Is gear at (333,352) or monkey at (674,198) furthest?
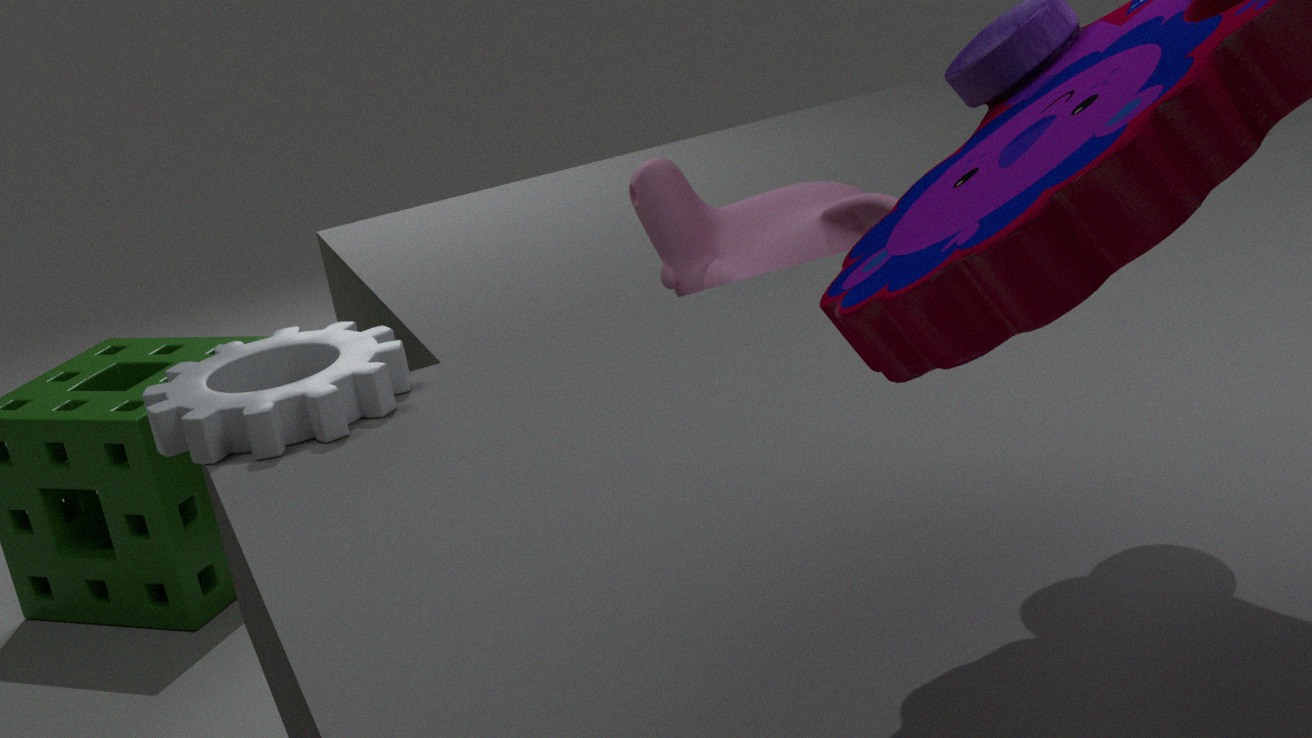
monkey at (674,198)
